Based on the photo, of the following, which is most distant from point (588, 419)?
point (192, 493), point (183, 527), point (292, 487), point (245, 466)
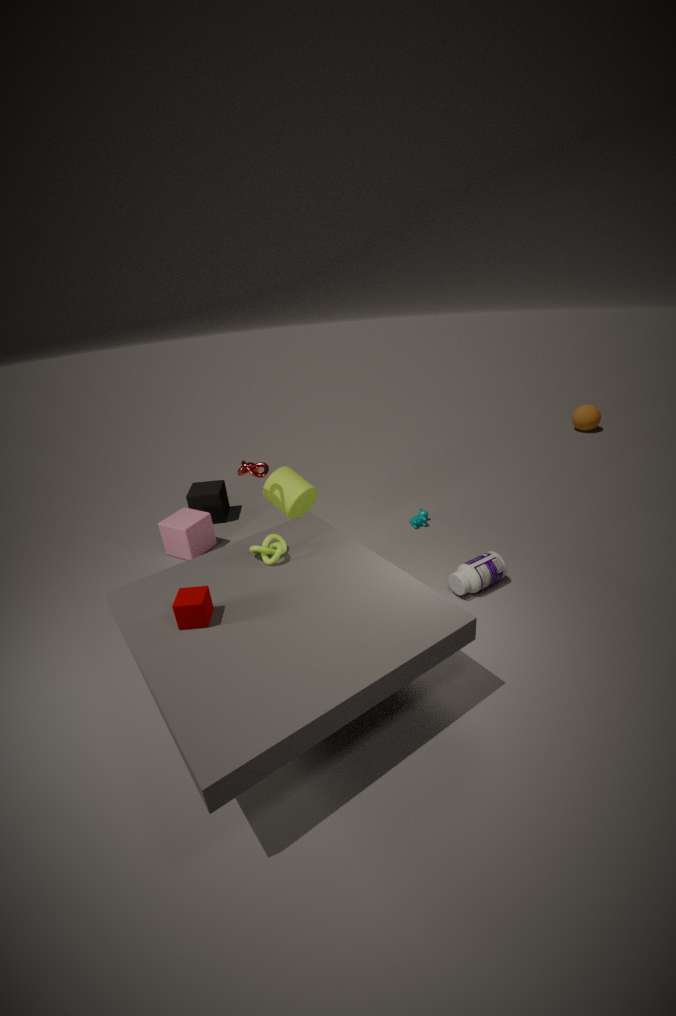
point (183, 527)
